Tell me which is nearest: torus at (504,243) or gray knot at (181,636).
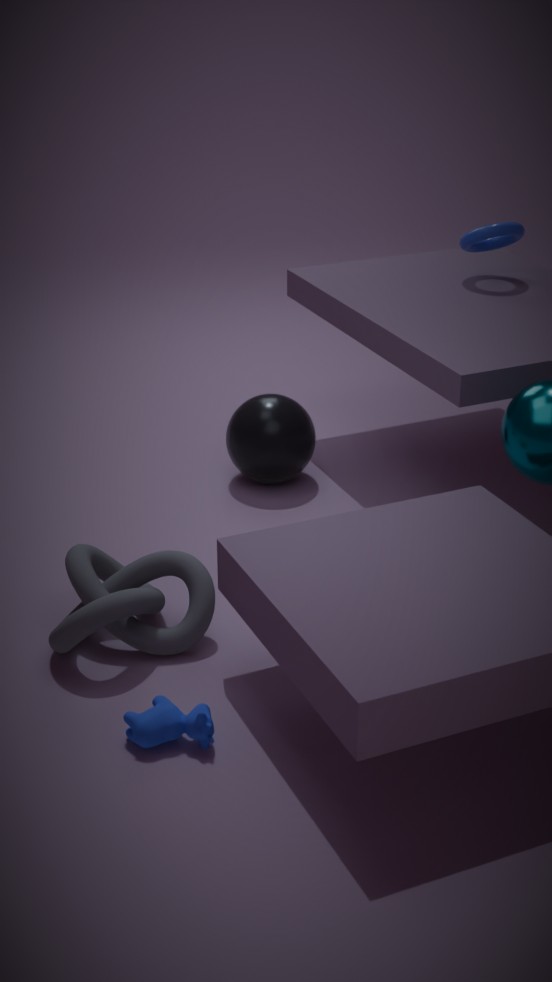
gray knot at (181,636)
